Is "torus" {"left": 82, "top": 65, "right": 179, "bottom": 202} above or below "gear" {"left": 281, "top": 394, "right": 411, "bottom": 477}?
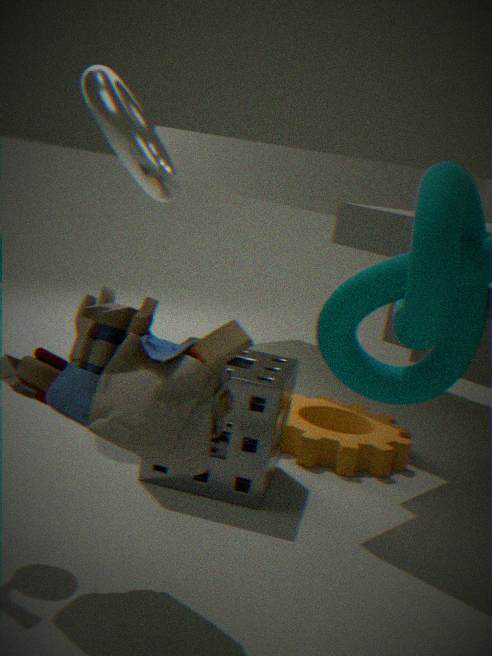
above
